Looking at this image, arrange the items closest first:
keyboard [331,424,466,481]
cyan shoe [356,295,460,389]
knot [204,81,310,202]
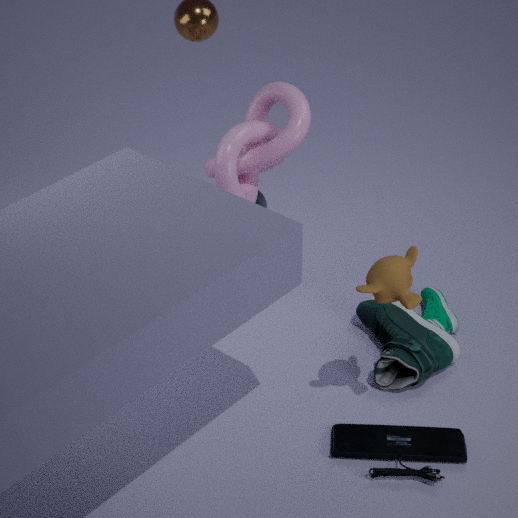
keyboard [331,424,466,481] → knot [204,81,310,202] → cyan shoe [356,295,460,389]
